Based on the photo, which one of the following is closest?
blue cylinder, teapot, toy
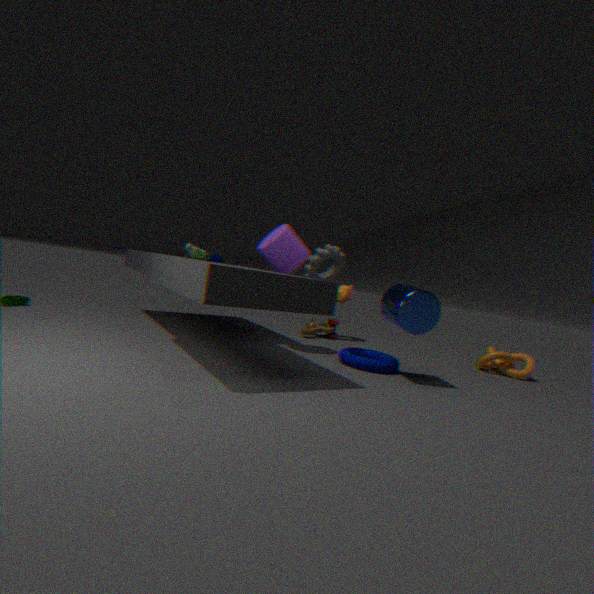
blue cylinder
